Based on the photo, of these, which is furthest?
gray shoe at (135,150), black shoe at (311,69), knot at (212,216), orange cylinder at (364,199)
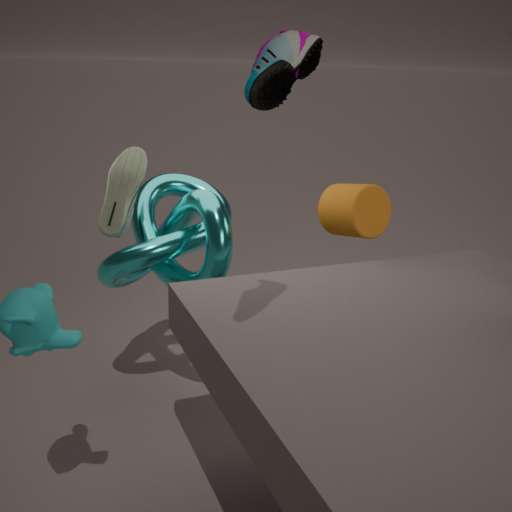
orange cylinder at (364,199)
